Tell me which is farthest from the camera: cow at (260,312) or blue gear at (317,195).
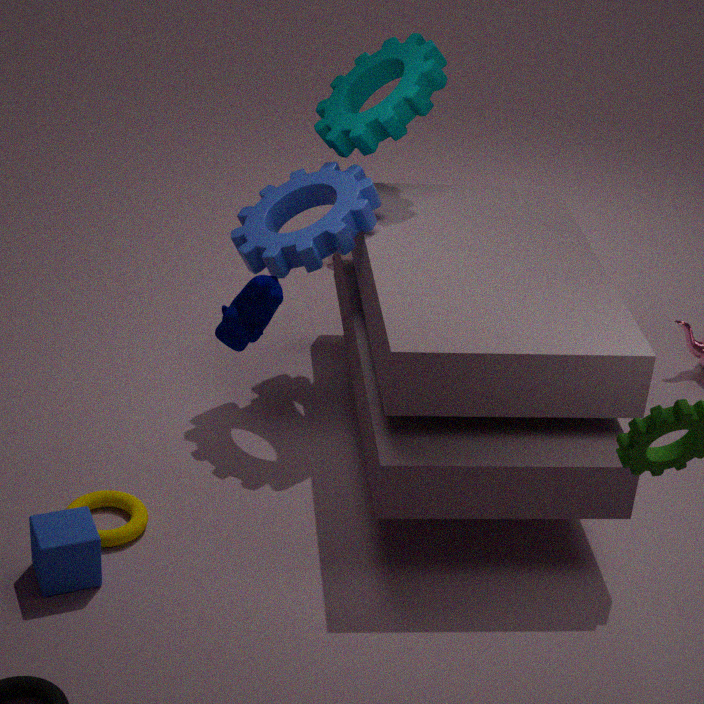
blue gear at (317,195)
